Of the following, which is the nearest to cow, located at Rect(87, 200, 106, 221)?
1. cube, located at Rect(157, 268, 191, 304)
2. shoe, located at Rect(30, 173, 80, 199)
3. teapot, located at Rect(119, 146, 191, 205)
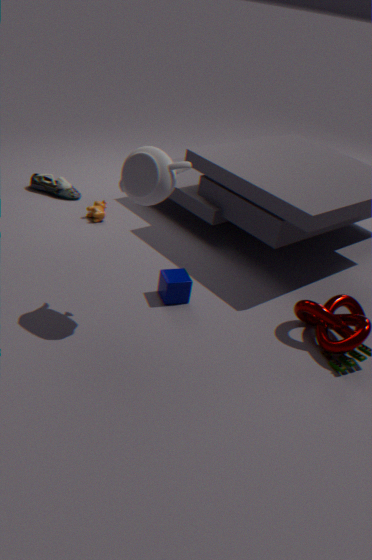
shoe, located at Rect(30, 173, 80, 199)
